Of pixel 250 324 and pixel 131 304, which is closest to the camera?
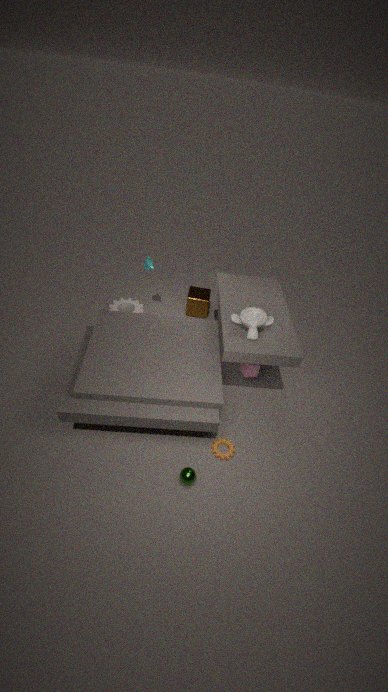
pixel 250 324
